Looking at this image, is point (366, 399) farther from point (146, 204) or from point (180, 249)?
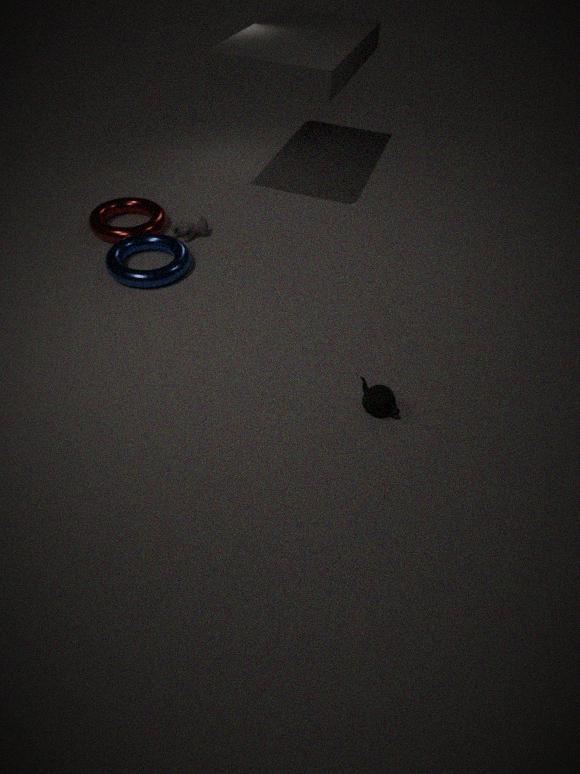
point (146, 204)
